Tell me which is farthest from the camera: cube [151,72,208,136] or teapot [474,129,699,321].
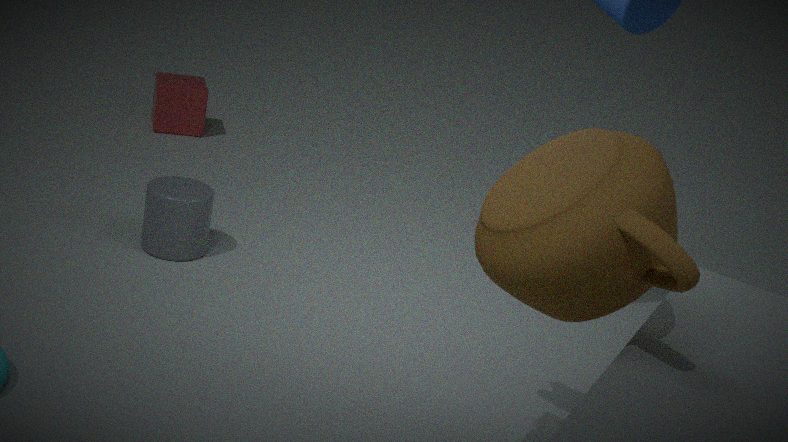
cube [151,72,208,136]
